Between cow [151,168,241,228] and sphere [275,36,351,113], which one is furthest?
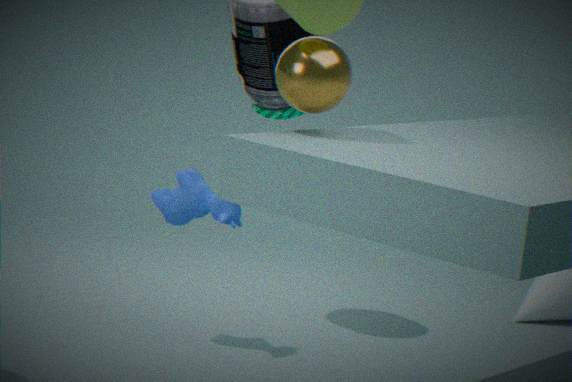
cow [151,168,241,228]
